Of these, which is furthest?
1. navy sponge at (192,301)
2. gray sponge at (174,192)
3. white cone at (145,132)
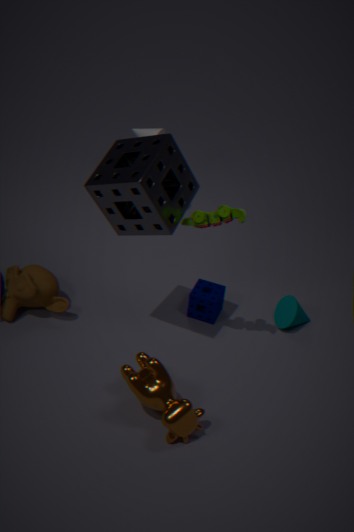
white cone at (145,132)
